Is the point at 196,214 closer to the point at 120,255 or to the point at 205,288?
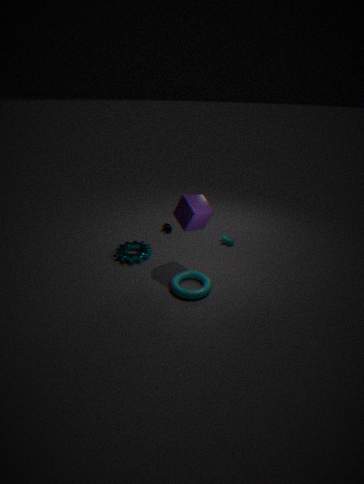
the point at 205,288
